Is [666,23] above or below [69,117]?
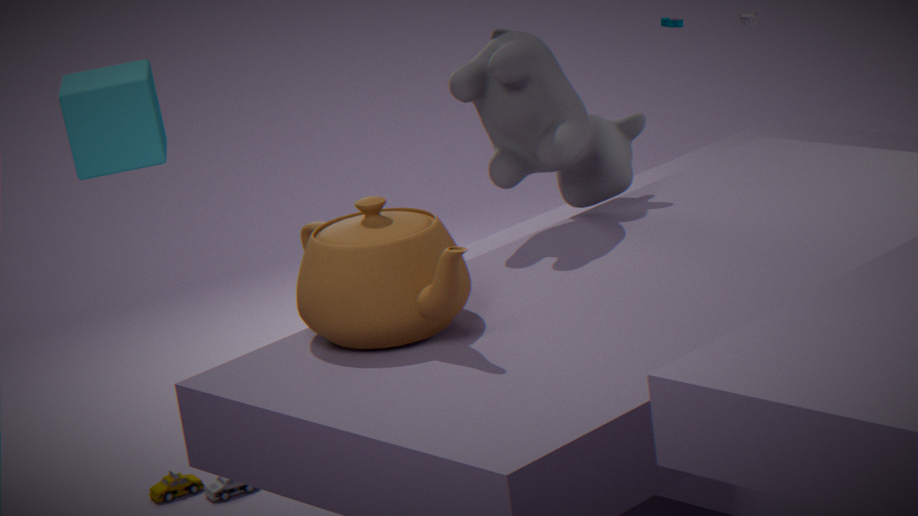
below
